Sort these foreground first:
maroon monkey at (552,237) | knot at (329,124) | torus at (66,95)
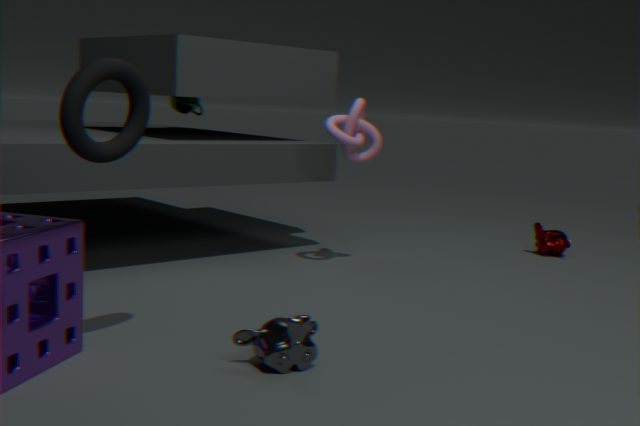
torus at (66,95), knot at (329,124), maroon monkey at (552,237)
